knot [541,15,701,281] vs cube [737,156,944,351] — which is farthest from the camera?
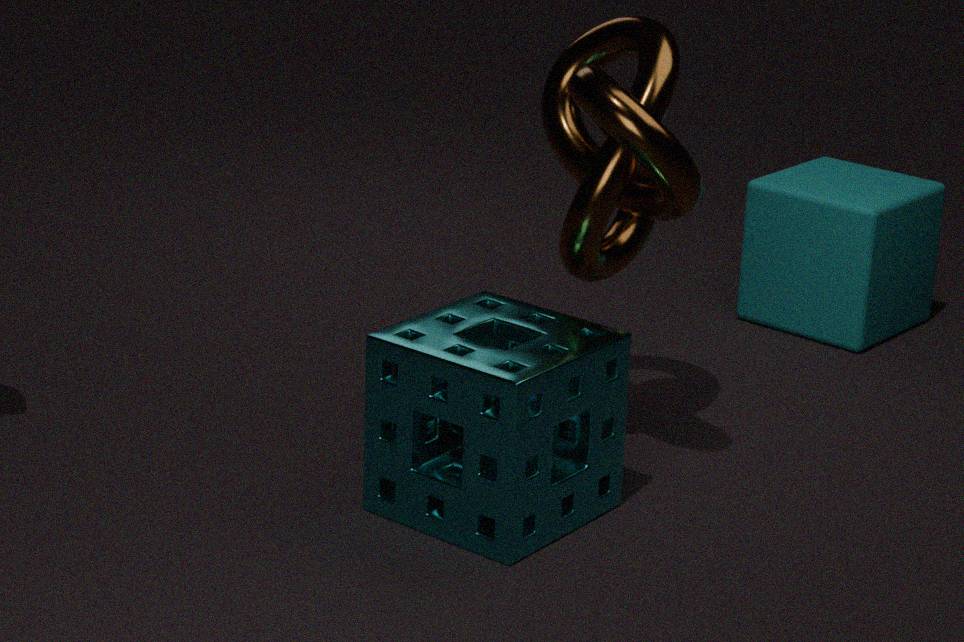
cube [737,156,944,351]
